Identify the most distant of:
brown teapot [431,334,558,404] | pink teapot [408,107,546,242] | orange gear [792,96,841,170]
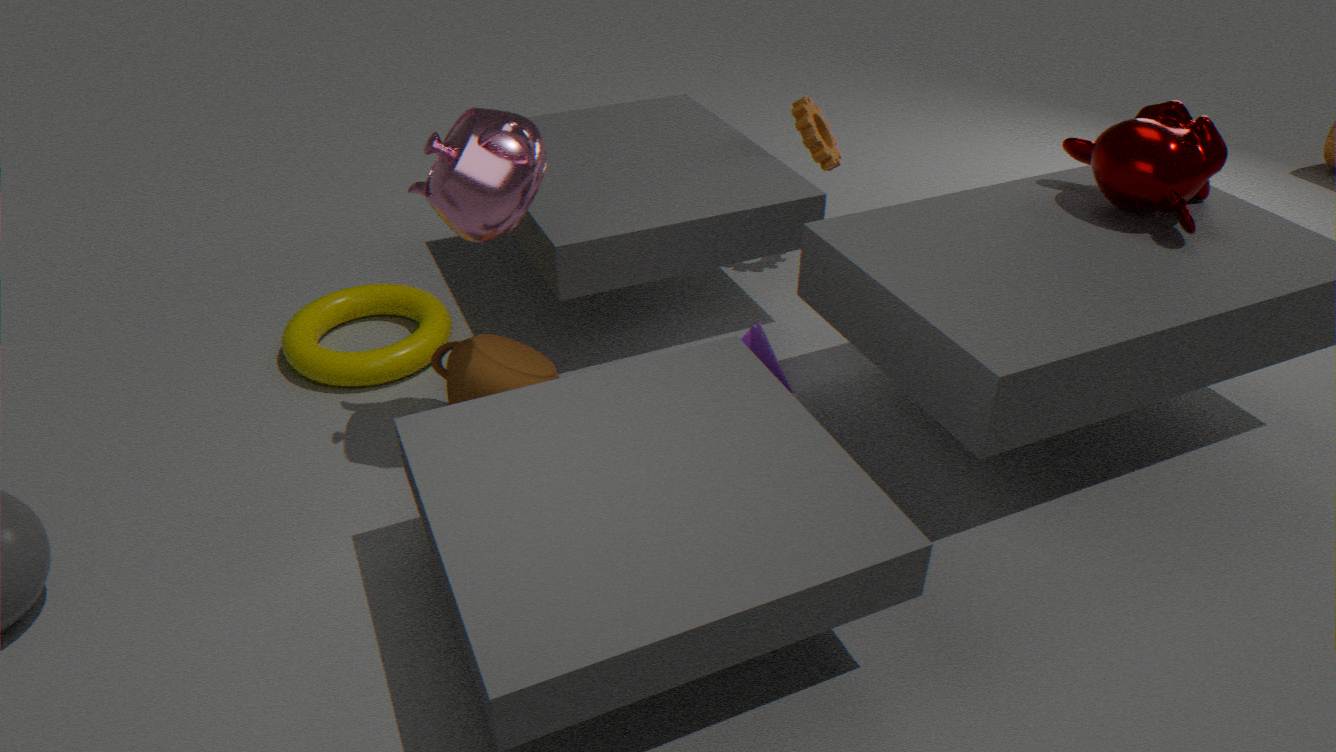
orange gear [792,96,841,170]
